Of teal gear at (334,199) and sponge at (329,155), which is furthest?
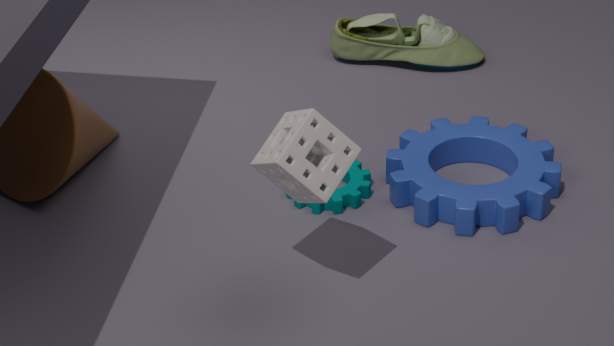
teal gear at (334,199)
